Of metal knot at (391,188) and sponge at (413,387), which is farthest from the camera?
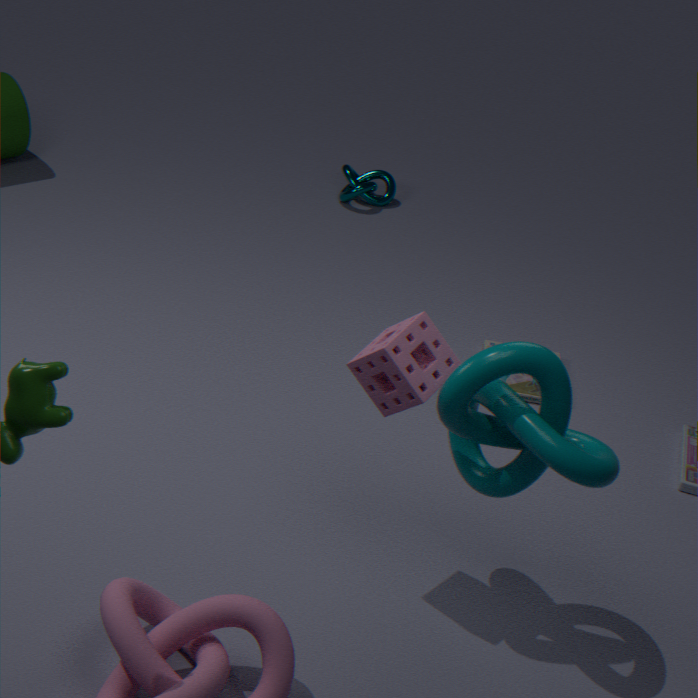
Answer: metal knot at (391,188)
